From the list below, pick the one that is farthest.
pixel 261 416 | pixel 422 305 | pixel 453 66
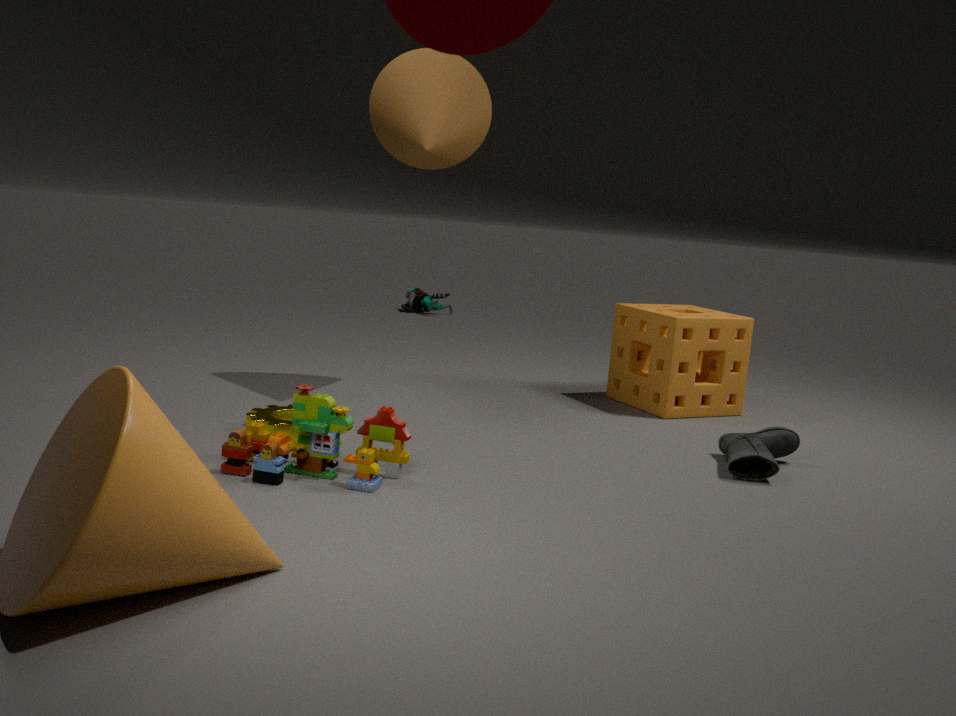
pixel 422 305
